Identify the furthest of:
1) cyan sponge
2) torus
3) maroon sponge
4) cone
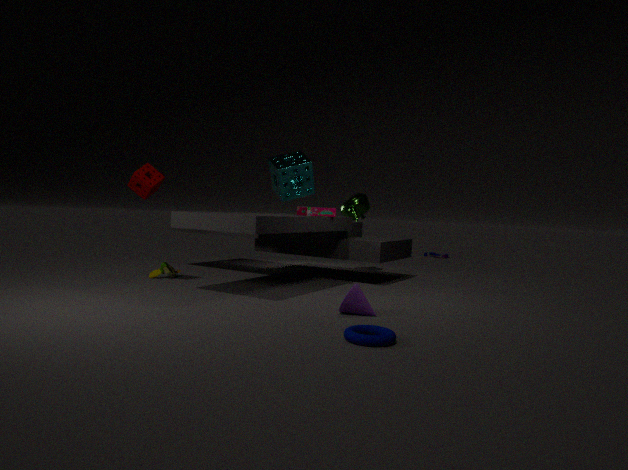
1. cyan sponge
